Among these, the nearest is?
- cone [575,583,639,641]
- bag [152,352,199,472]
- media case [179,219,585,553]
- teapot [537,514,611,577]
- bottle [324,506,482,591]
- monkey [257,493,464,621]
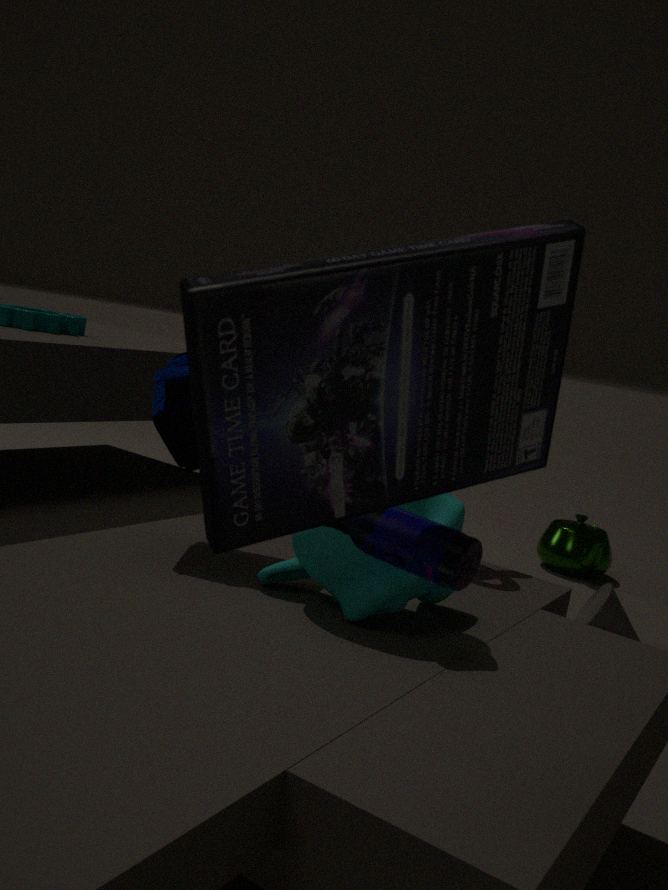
media case [179,219,585,553]
